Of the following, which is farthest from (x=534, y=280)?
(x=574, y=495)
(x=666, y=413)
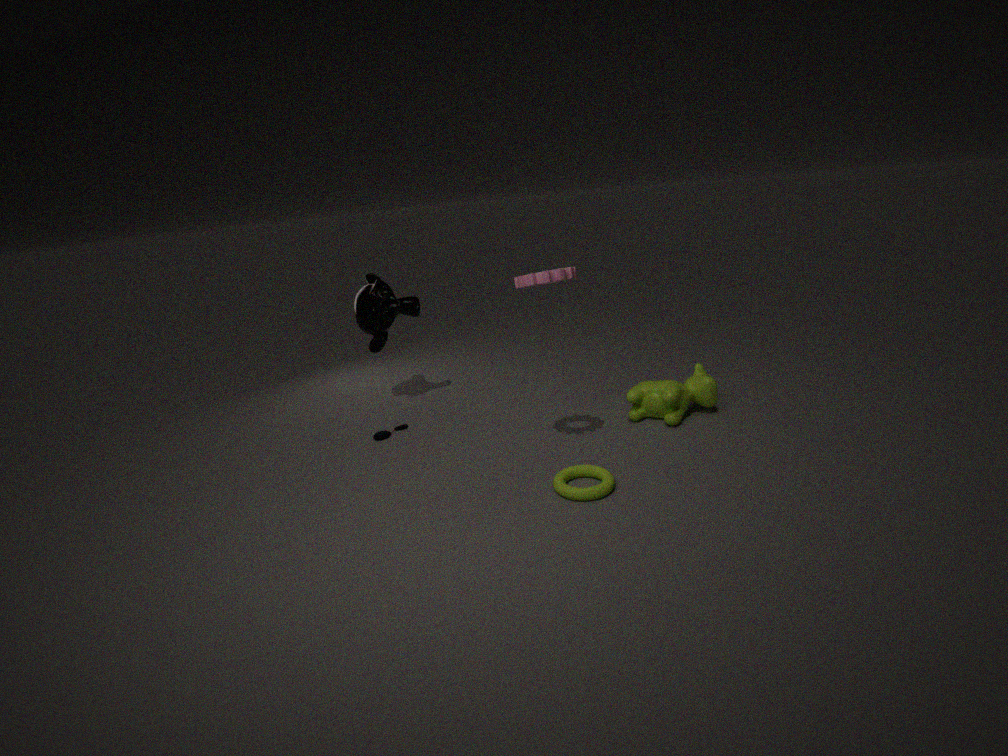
(x=666, y=413)
